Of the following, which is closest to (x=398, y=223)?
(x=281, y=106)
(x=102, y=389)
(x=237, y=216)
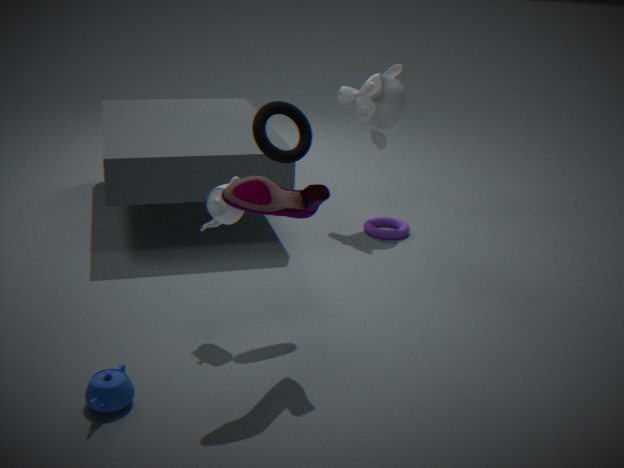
(x=281, y=106)
